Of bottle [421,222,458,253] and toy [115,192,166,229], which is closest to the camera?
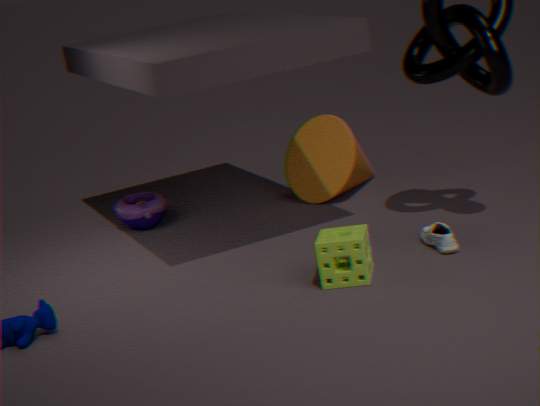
bottle [421,222,458,253]
